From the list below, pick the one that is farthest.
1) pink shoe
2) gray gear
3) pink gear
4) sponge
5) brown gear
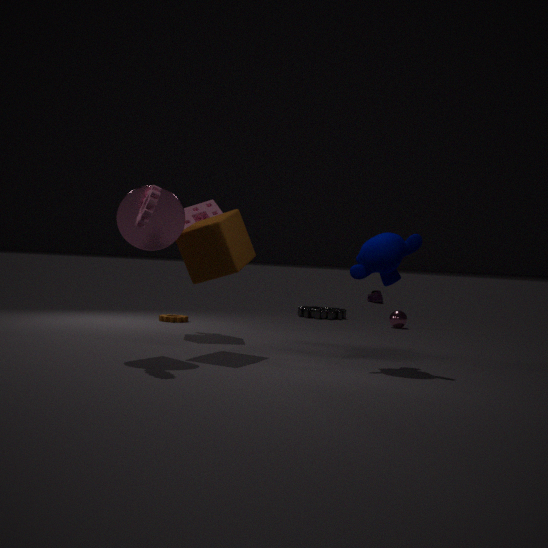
1. pink shoe
